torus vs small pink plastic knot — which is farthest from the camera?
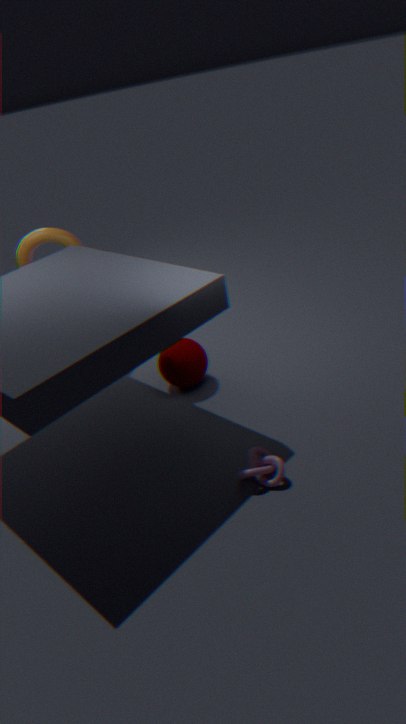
torus
